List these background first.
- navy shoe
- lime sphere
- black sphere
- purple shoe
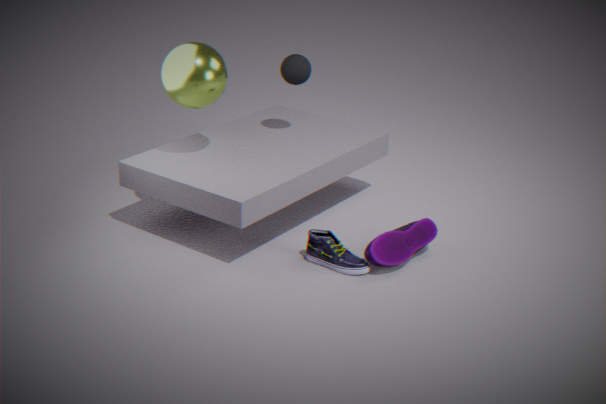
black sphere, lime sphere, navy shoe, purple shoe
